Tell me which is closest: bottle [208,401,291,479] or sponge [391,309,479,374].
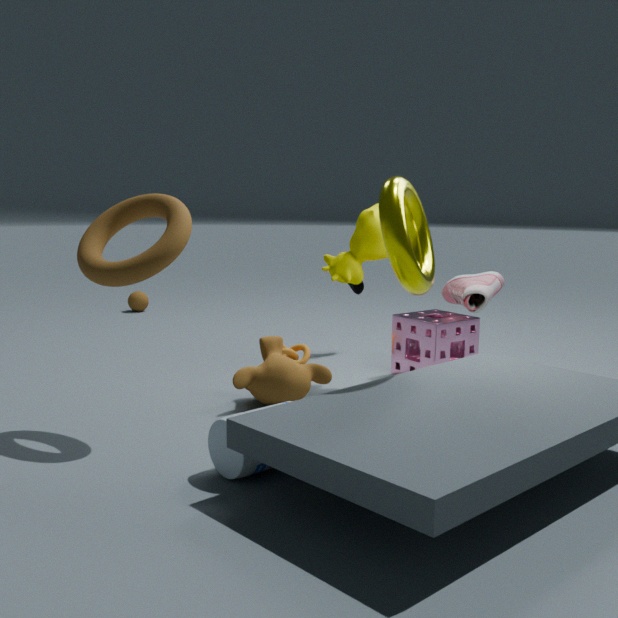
bottle [208,401,291,479]
